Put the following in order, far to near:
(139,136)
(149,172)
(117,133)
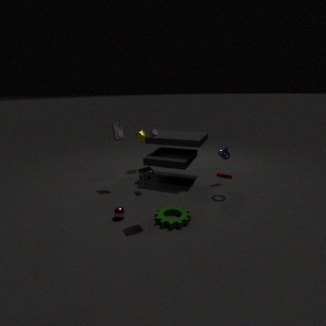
(139,136) < (117,133) < (149,172)
